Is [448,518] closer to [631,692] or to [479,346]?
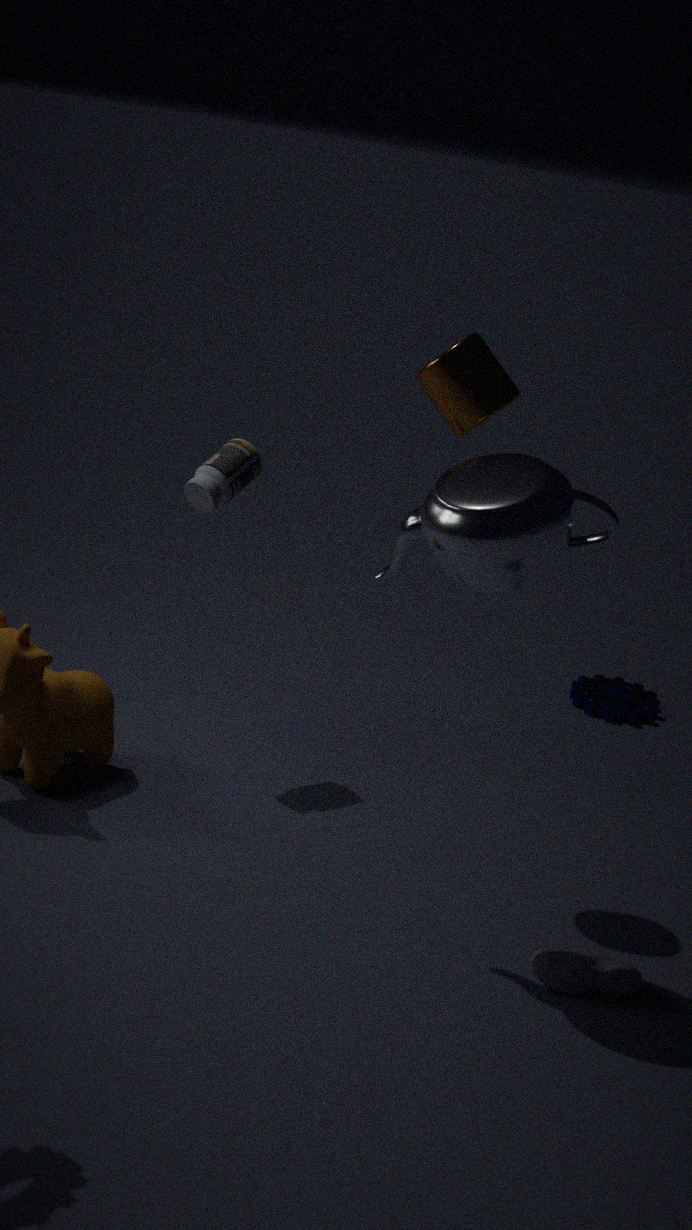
[479,346]
